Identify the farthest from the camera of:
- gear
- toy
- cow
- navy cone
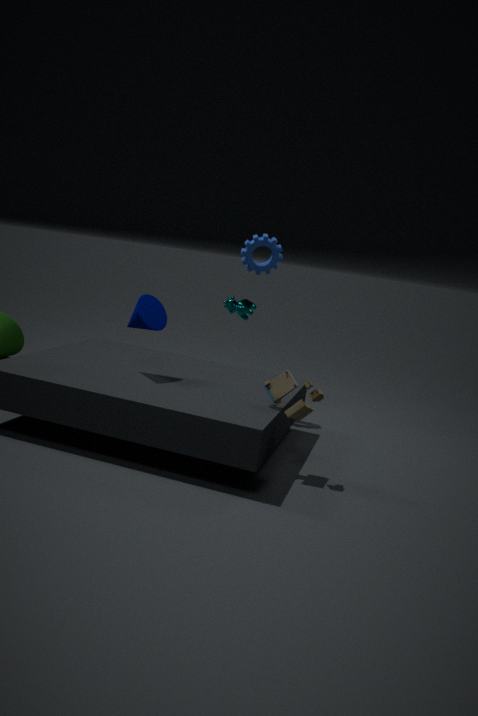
cow
